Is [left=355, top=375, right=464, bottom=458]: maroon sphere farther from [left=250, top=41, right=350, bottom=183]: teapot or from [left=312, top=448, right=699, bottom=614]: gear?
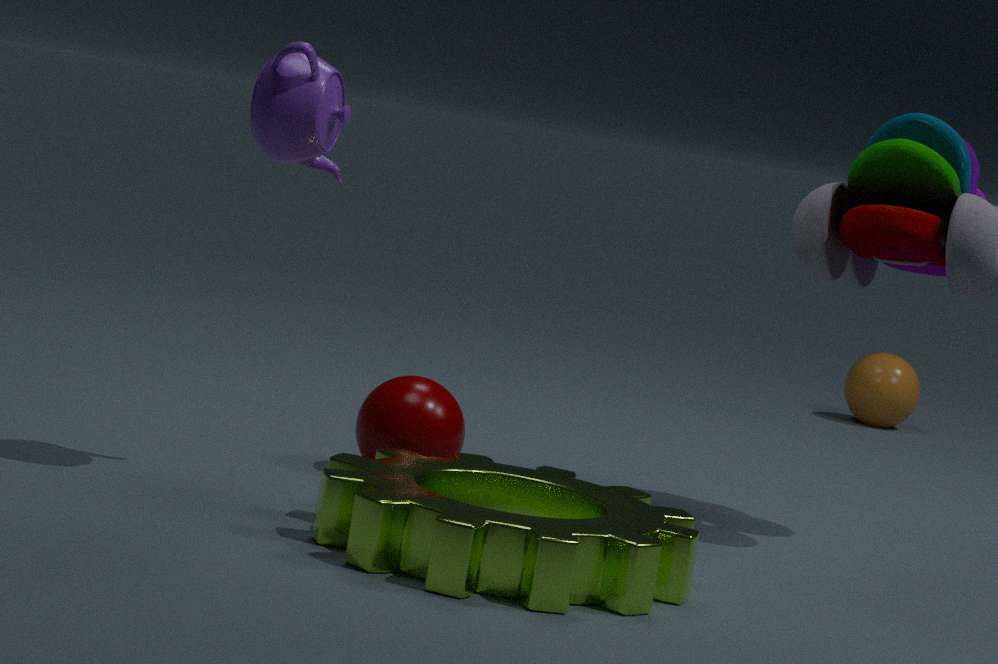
[left=250, top=41, right=350, bottom=183]: teapot
